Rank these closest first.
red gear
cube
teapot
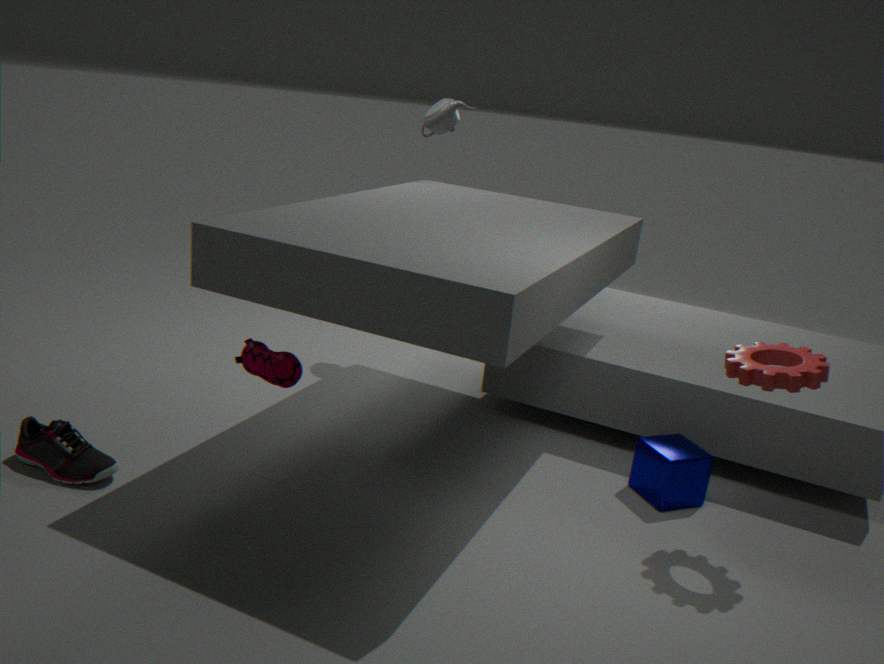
red gear < cube < teapot
